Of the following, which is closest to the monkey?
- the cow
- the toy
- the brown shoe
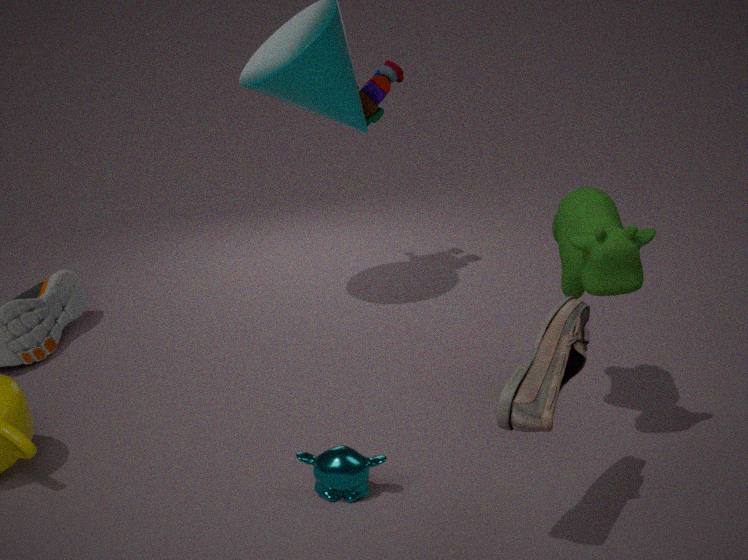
the brown shoe
